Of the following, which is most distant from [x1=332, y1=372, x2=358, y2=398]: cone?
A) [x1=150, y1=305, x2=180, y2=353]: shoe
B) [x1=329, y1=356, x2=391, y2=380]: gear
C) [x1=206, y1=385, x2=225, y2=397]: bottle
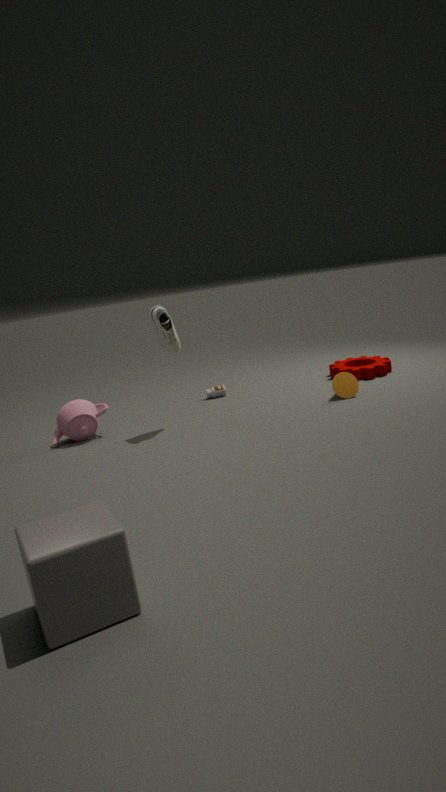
[x1=150, y1=305, x2=180, y2=353]: shoe
